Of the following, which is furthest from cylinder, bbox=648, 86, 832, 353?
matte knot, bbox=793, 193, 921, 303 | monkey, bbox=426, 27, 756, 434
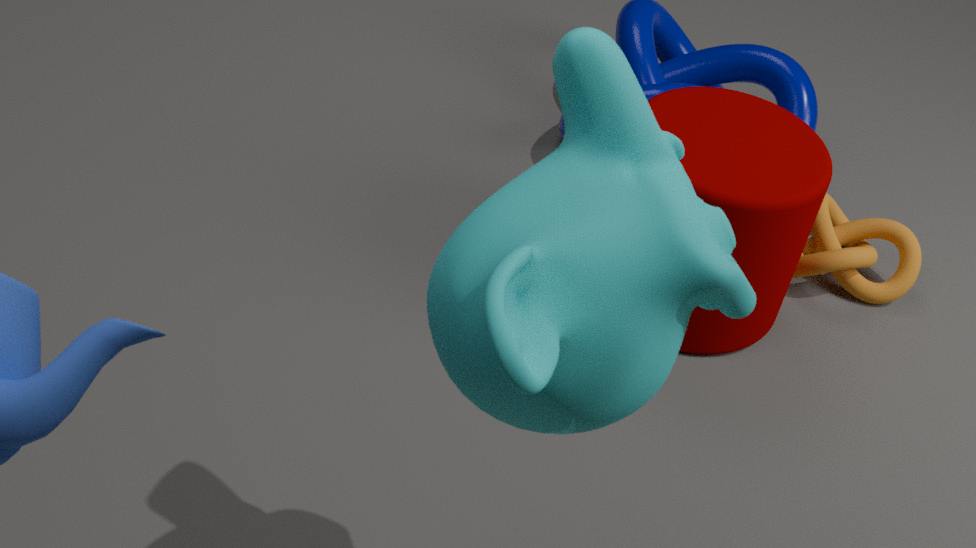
monkey, bbox=426, 27, 756, 434
